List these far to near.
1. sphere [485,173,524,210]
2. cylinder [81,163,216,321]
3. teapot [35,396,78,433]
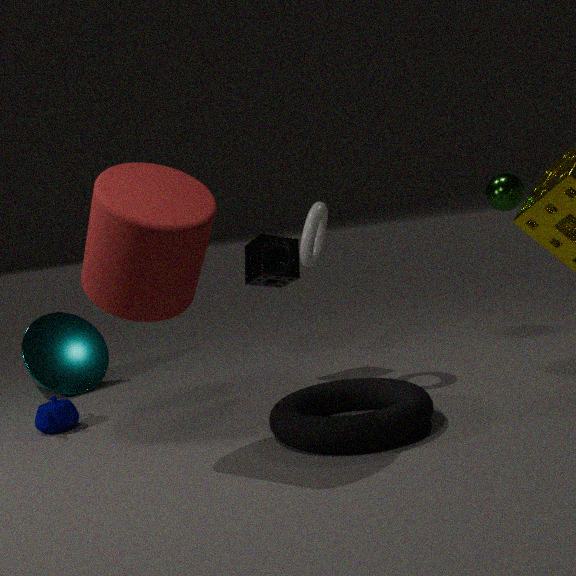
1. sphere [485,173,524,210]
2. teapot [35,396,78,433]
3. cylinder [81,163,216,321]
